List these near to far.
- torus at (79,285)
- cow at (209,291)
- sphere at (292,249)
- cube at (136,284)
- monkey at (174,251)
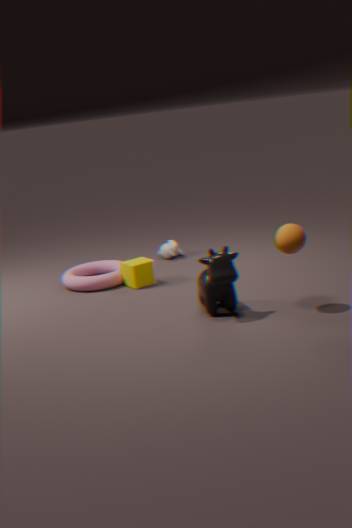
sphere at (292,249) → cow at (209,291) → cube at (136,284) → torus at (79,285) → monkey at (174,251)
